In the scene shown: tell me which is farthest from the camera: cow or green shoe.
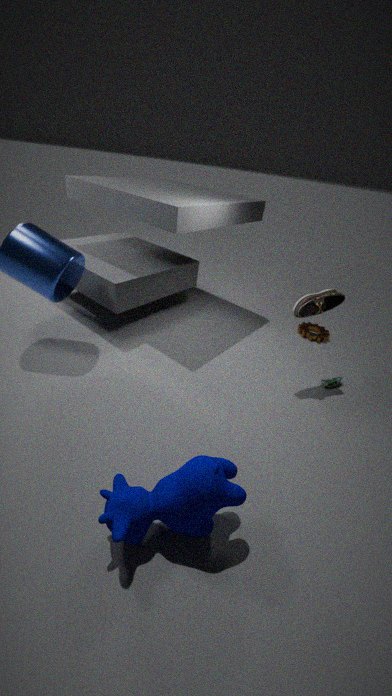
green shoe
